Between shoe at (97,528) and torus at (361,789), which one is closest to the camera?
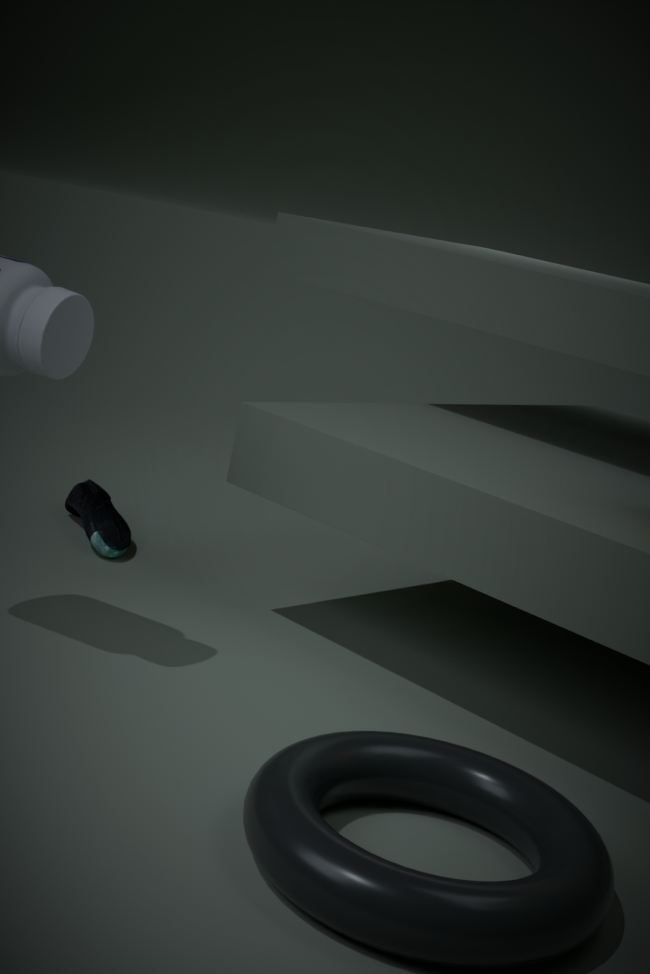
torus at (361,789)
